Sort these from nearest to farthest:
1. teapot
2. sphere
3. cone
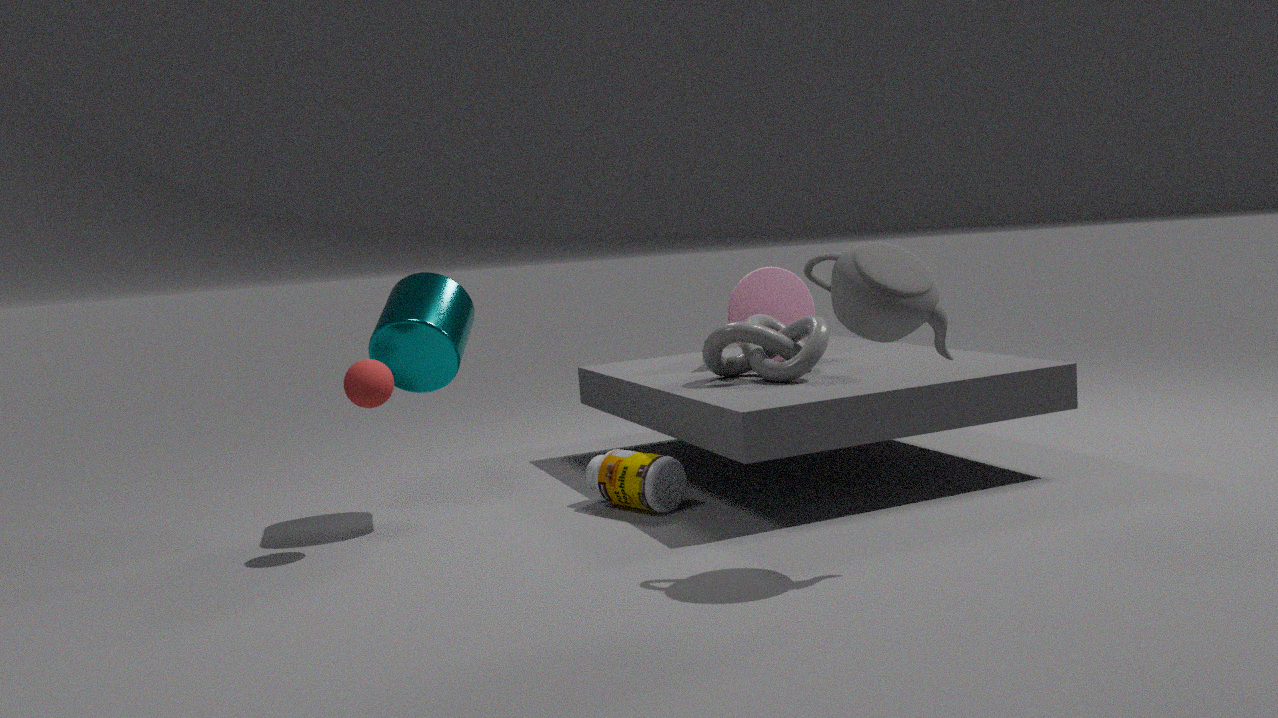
teapot, sphere, cone
